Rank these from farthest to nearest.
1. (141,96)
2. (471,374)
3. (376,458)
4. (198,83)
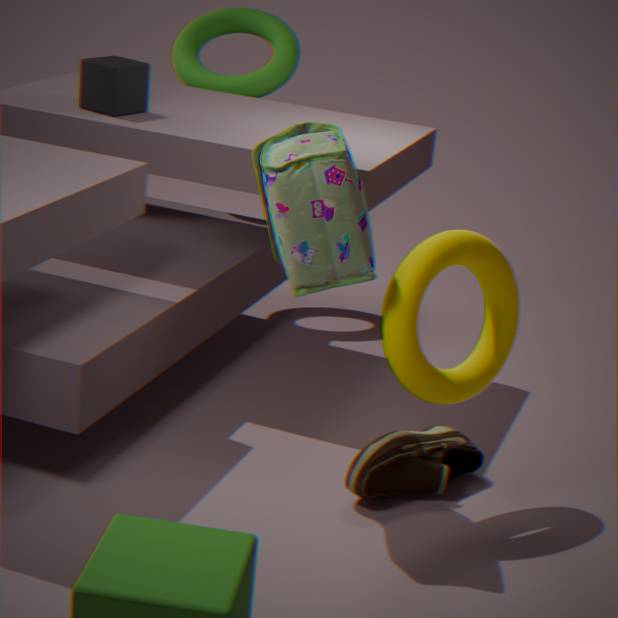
(198,83)
(141,96)
(376,458)
(471,374)
